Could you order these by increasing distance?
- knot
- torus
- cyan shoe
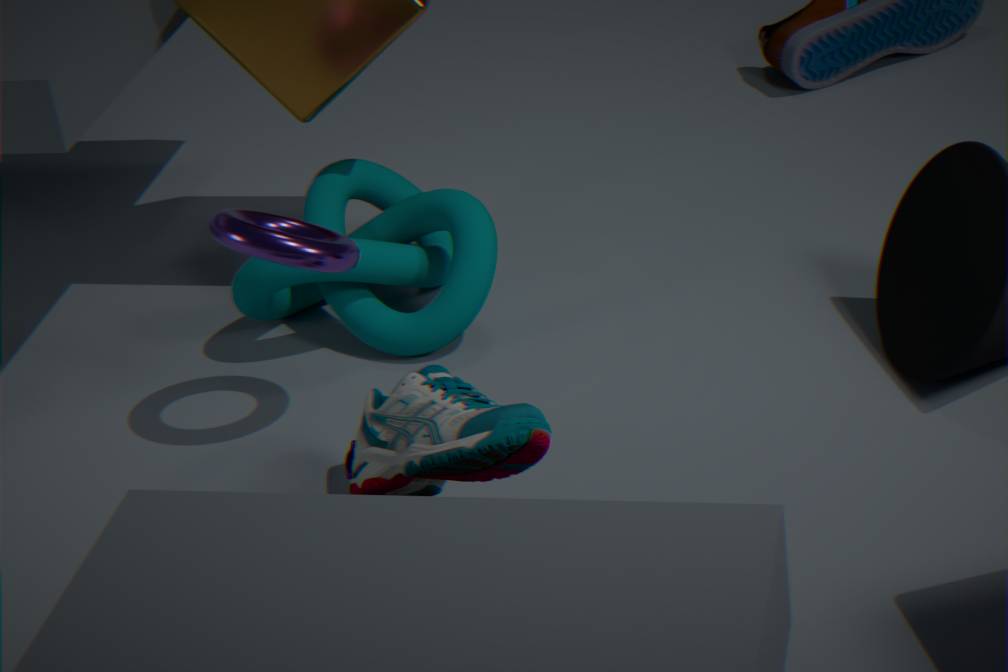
cyan shoe, torus, knot
